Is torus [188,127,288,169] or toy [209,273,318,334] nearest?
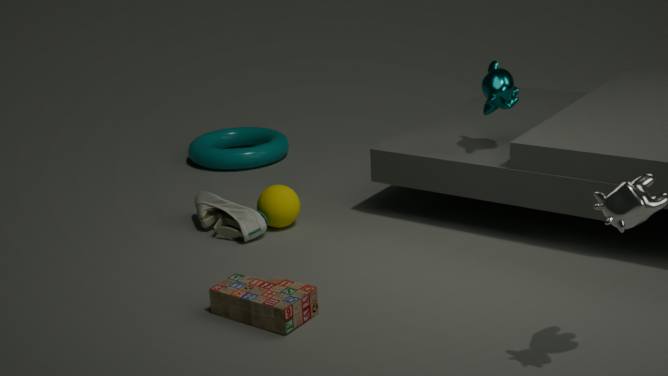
toy [209,273,318,334]
